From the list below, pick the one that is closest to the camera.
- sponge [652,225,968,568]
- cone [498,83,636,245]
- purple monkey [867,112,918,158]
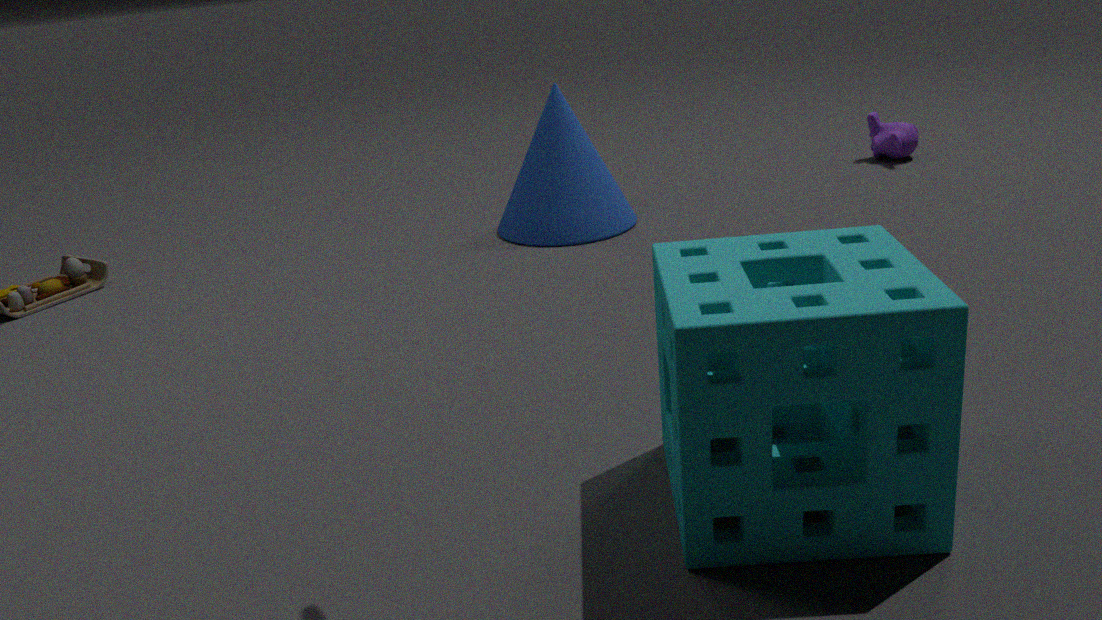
sponge [652,225,968,568]
